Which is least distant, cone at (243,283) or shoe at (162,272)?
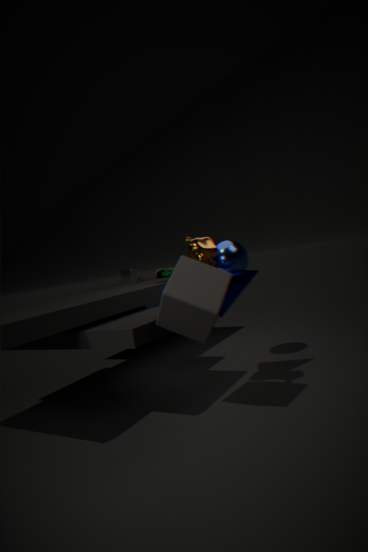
cone at (243,283)
